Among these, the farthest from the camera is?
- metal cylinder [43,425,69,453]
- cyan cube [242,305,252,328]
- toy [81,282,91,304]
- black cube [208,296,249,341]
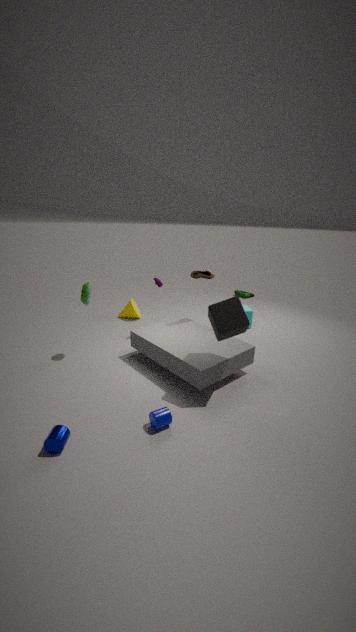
cyan cube [242,305,252,328]
